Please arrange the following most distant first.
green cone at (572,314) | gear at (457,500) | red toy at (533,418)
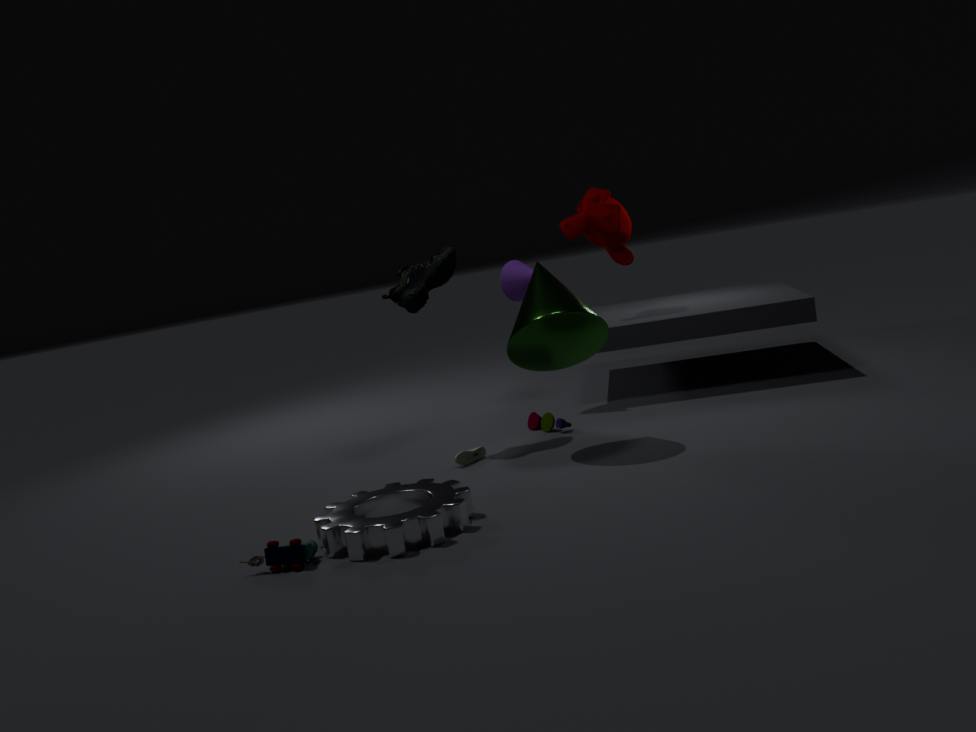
red toy at (533,418) < green cone at (572,314) < gear at (457,500)
